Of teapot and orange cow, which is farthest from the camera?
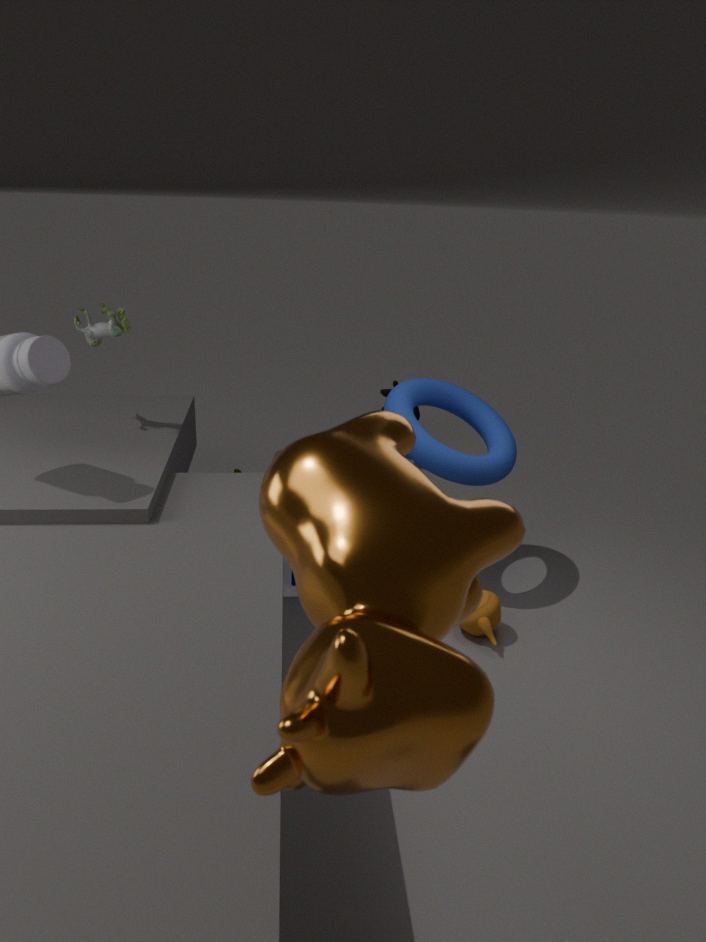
teapot
